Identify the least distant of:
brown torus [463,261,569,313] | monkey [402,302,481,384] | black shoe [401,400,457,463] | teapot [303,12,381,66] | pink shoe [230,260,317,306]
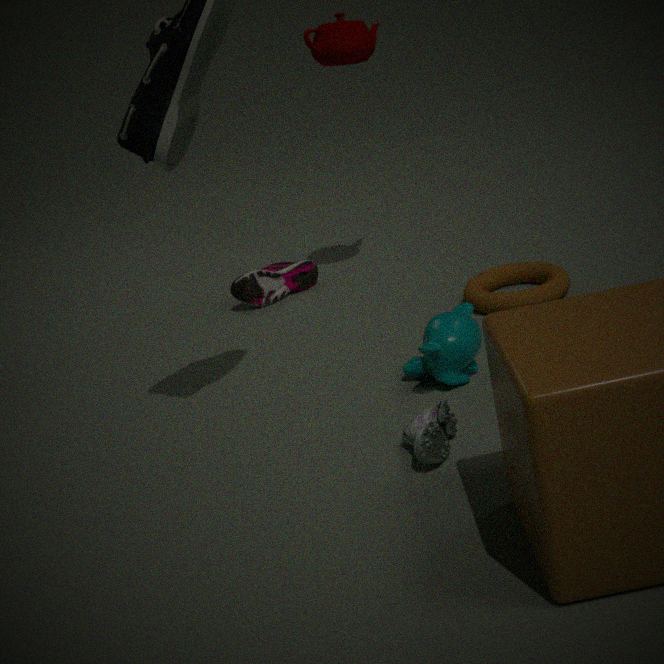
black shoe [401,400,457,463]
